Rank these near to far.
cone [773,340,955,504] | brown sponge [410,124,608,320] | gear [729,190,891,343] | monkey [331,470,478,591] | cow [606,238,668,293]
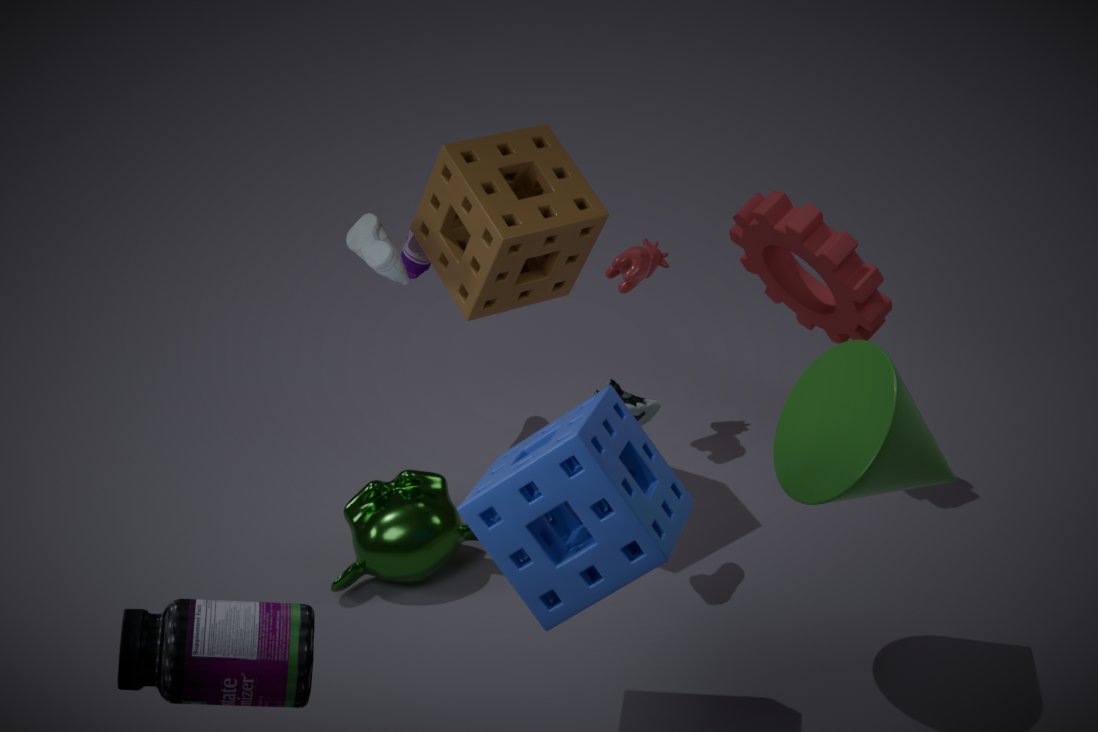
cone [773,340,955,504]
brown sponge [410,124,608,320]
monkey [331,470,478,591]
gear [729,190,891,343]
cow [606,238,668,293]
